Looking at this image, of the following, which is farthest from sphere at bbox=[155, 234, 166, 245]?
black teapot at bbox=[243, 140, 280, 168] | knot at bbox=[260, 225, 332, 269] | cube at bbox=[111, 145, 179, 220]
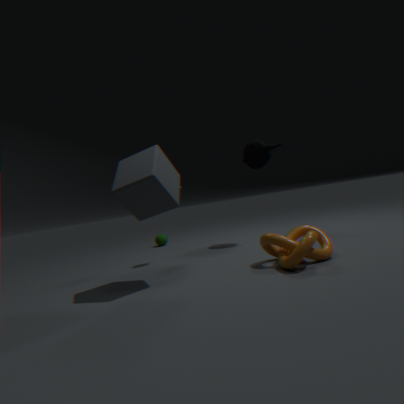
knot at bbox=[260, 225, 332, 269]
